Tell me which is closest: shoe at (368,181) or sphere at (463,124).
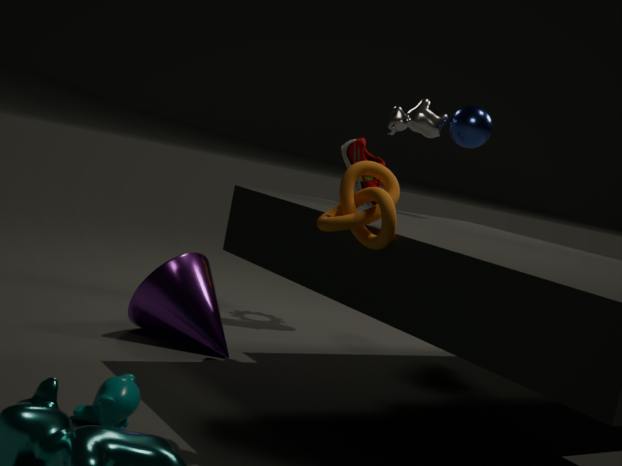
sphere at (463,124)
